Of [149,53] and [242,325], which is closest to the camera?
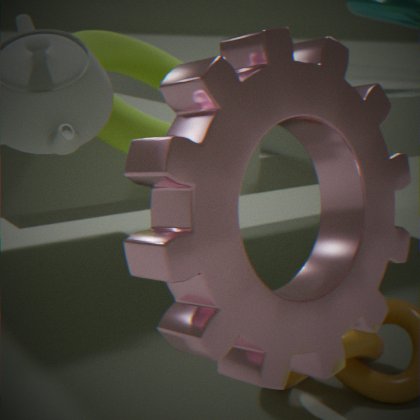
[242,325]
